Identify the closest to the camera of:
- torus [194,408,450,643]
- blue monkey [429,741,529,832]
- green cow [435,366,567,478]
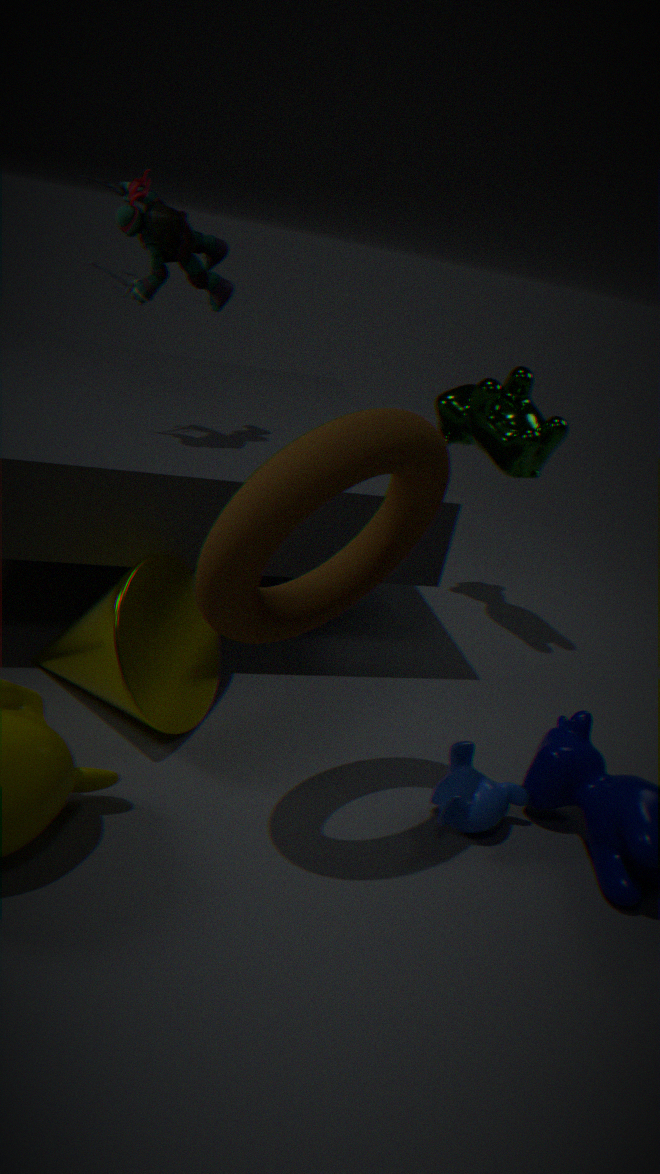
torus [194,408,450,643]
